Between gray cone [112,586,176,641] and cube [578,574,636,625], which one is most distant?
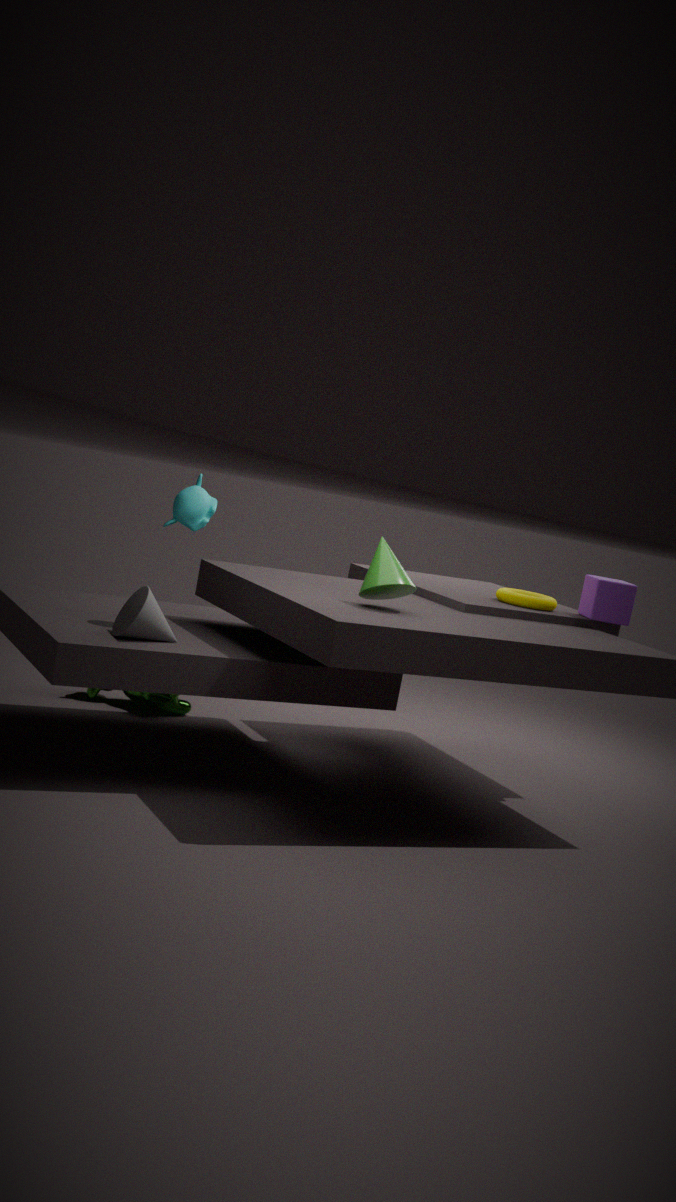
cube [578,574,636,625]
